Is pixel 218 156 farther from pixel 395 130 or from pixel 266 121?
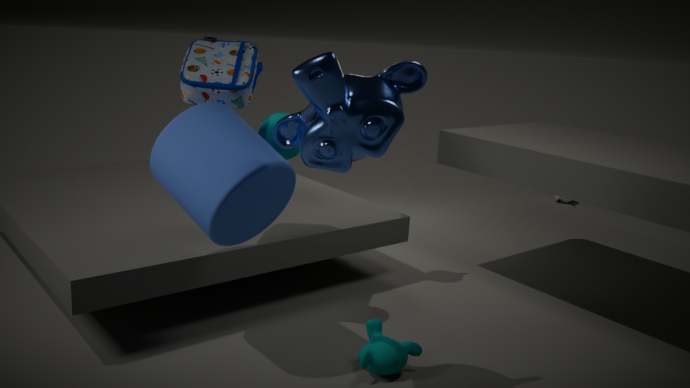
pixel 395 130
